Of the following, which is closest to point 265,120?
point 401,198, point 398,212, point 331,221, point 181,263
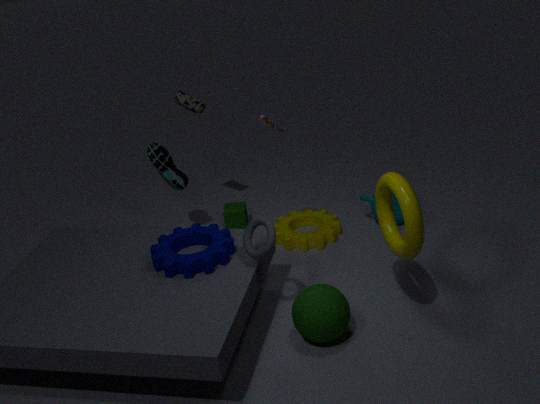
point 331,221
